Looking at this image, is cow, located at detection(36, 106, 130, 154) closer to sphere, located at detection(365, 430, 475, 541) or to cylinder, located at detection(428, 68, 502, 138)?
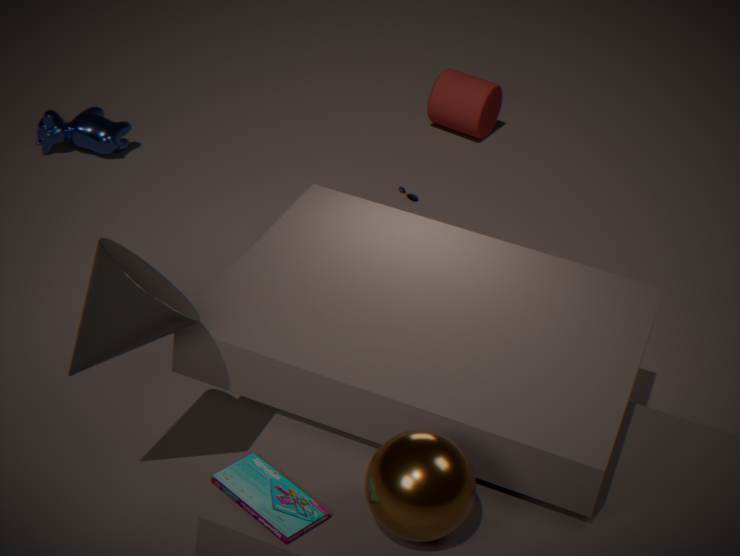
cylinder, located at detection(428, 68, 502, 138)
